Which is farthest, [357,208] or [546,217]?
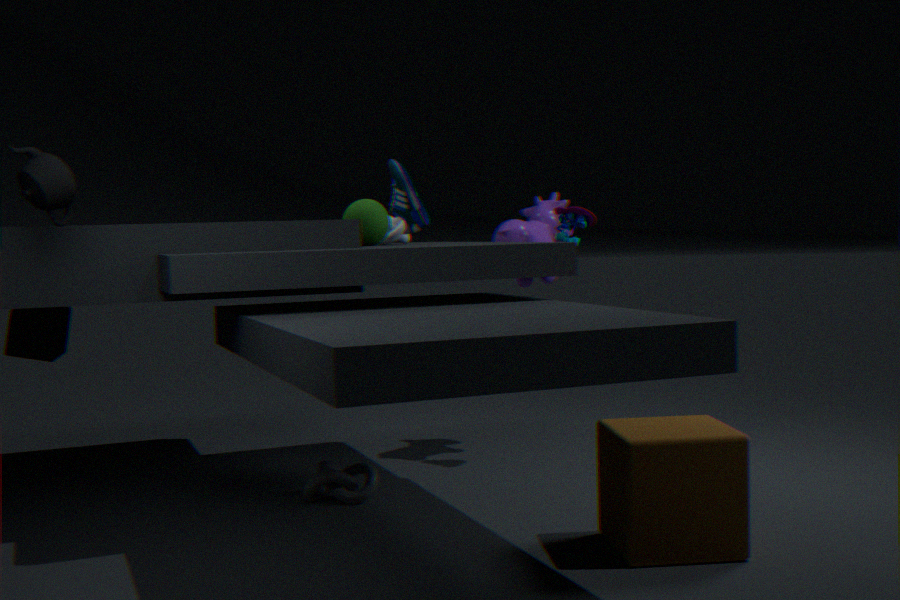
[546,217]
